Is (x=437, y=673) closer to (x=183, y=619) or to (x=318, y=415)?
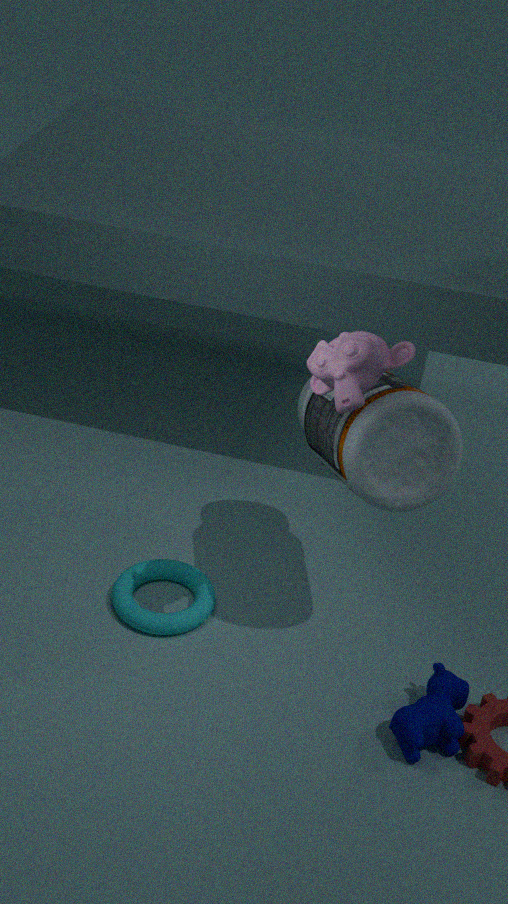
(x=318, y=415)
